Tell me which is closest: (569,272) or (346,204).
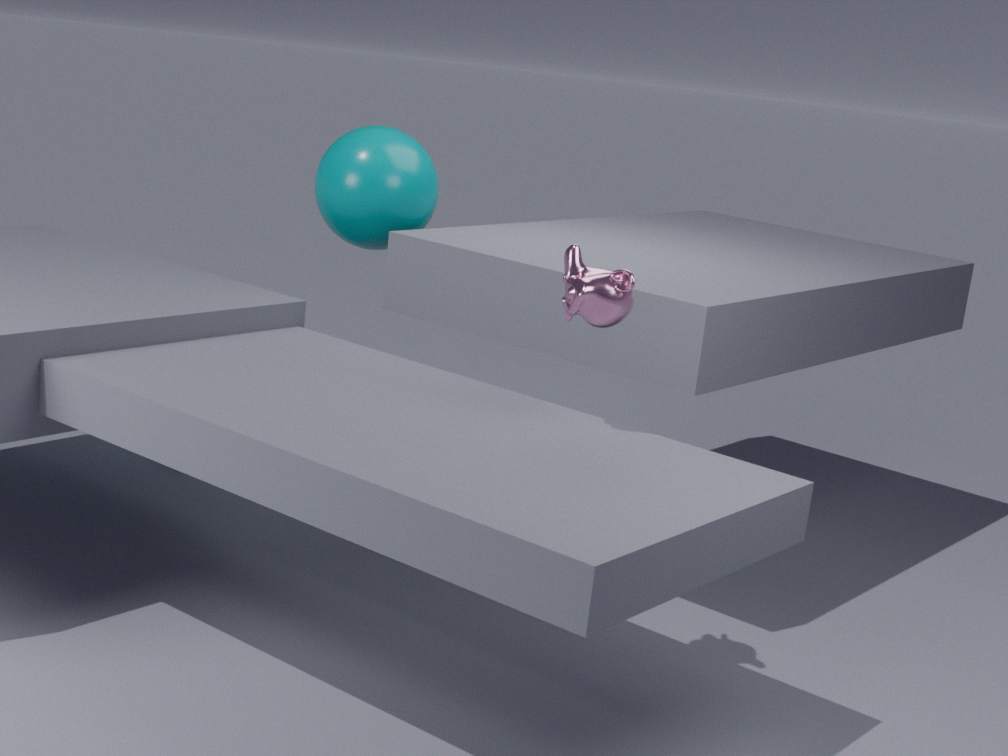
(569,272)
